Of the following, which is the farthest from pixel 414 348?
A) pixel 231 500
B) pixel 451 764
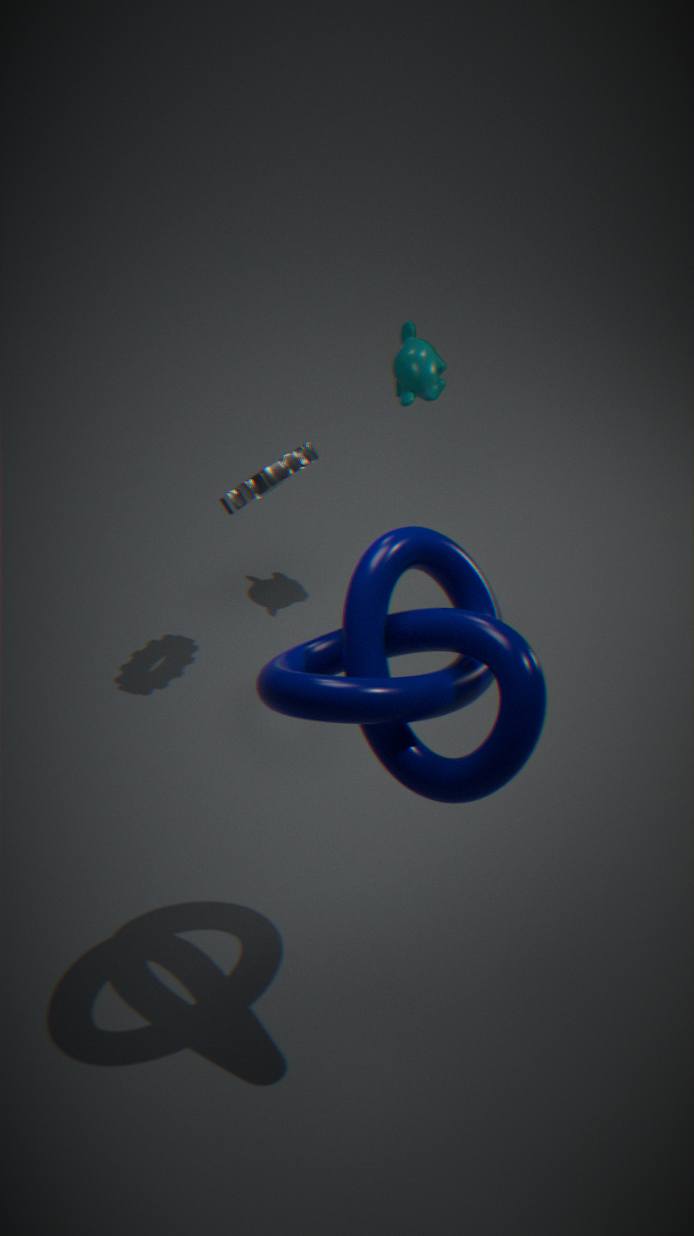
pixel 451 764
